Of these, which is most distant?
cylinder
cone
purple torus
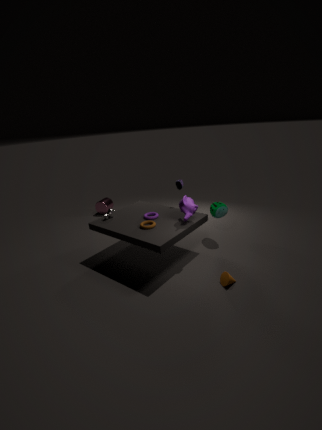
cylinder
